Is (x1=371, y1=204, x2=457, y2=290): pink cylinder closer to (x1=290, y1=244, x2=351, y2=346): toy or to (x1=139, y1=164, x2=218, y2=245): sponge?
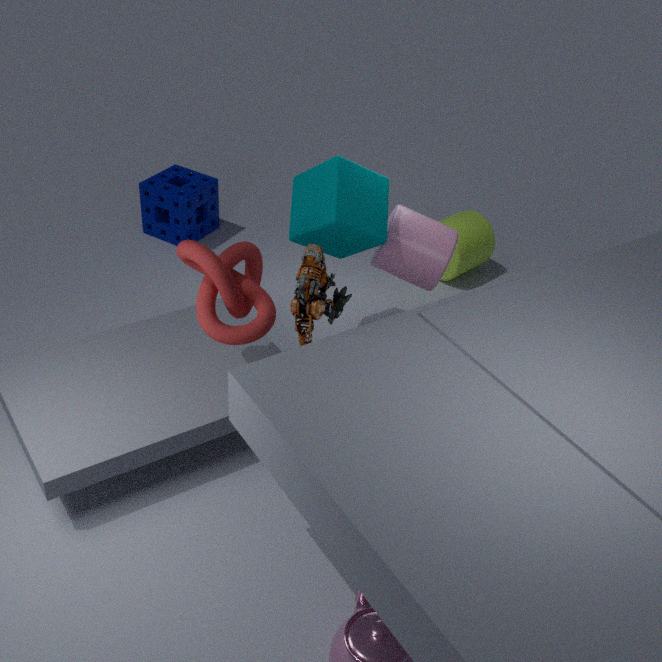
(x1=290, y1=244, x2=351, y2=346): toy
